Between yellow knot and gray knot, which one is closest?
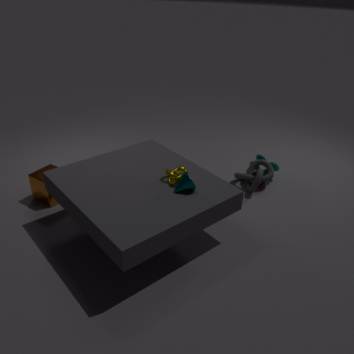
yellow knot
